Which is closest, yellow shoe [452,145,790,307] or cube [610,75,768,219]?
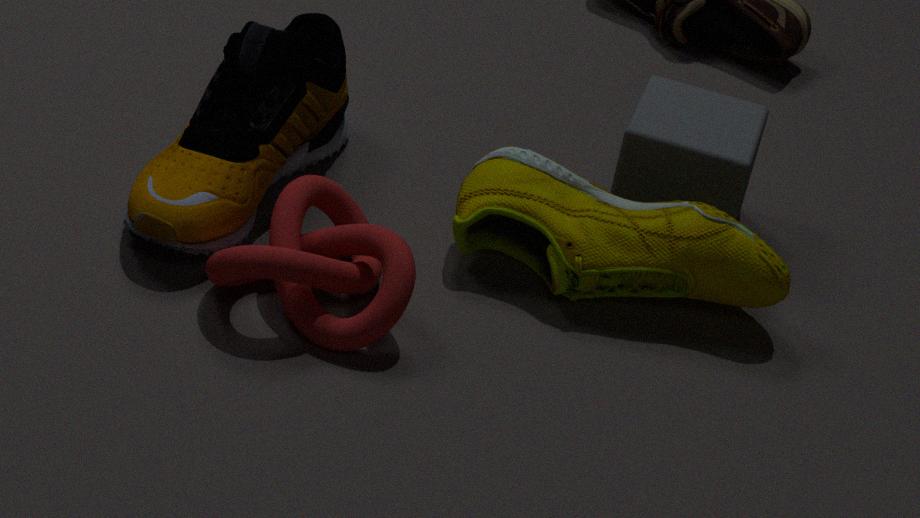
yellow shoe [452,145,790,307]
